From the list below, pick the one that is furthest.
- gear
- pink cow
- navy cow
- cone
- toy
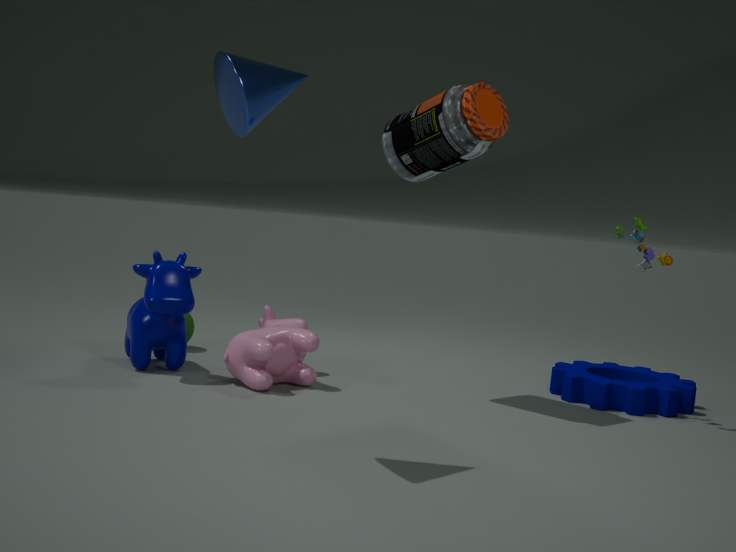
gear
